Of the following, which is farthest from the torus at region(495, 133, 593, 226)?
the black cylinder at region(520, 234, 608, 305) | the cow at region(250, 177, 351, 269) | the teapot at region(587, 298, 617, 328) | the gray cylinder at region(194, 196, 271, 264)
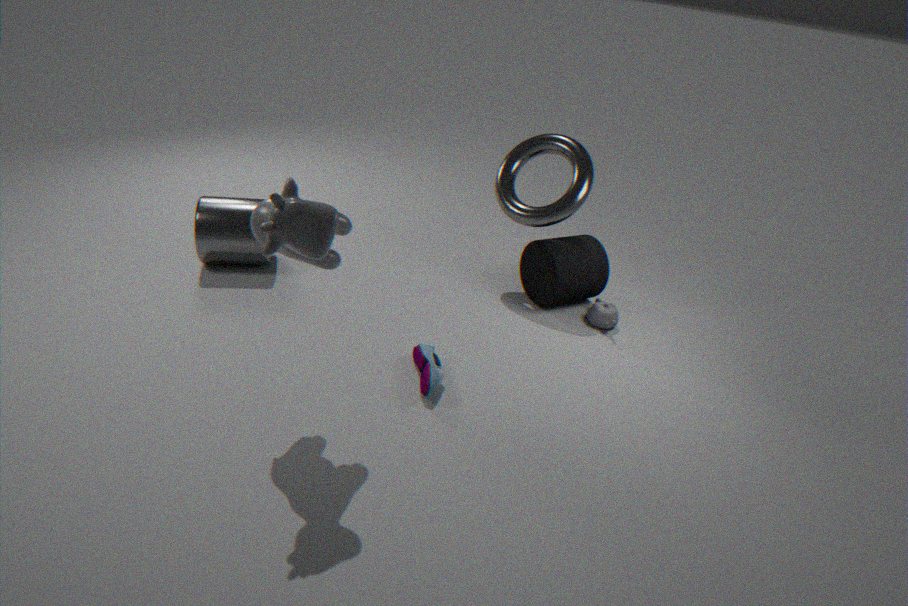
the cow at region(250, 177, 351, 269)
